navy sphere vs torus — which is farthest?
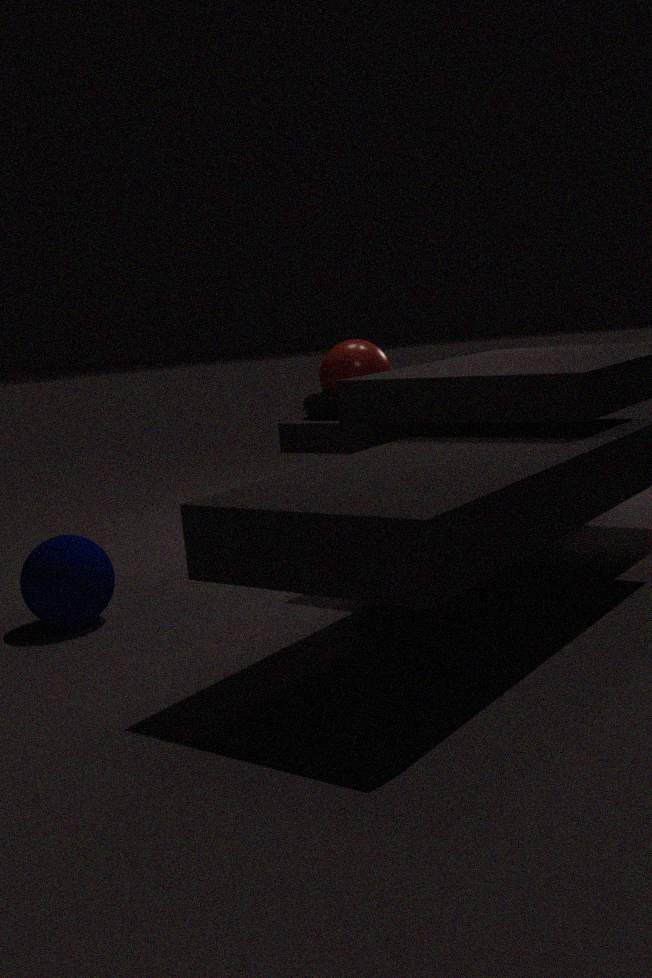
torus
